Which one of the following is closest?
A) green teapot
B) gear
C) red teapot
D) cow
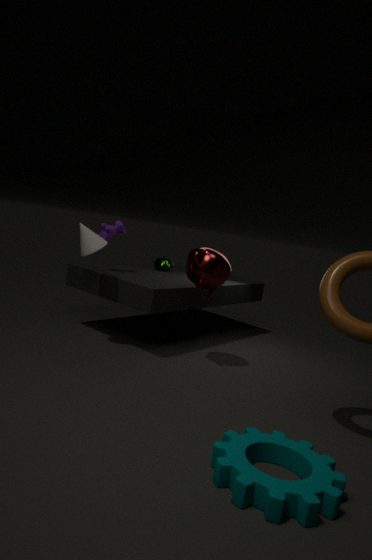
gear
